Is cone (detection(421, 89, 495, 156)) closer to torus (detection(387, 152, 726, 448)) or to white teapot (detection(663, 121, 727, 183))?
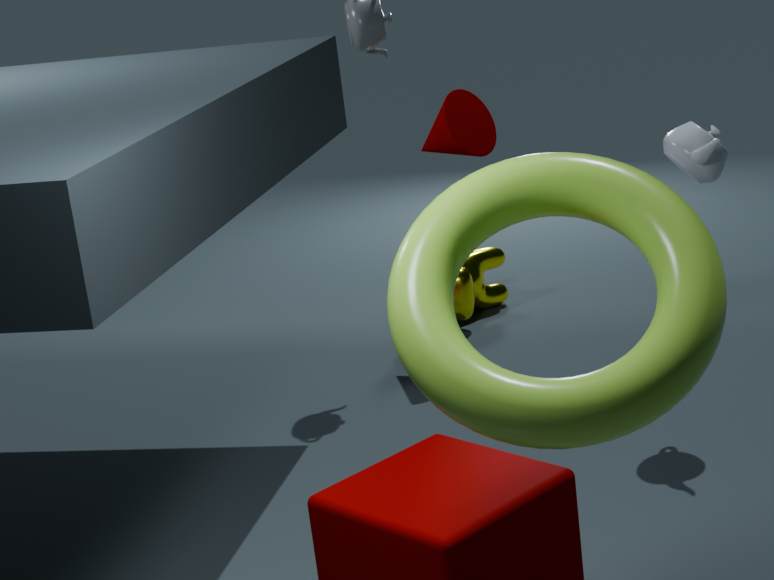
white teapot (detection(663, 121, 727, 183))
